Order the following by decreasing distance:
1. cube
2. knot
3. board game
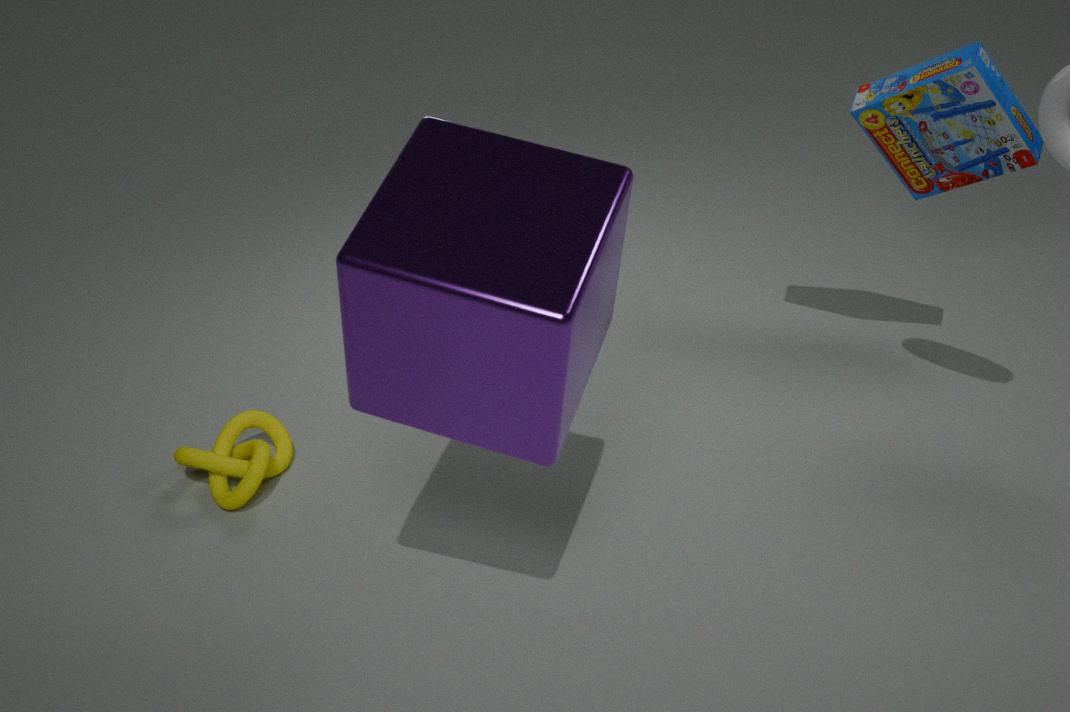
knot < board game < cube
